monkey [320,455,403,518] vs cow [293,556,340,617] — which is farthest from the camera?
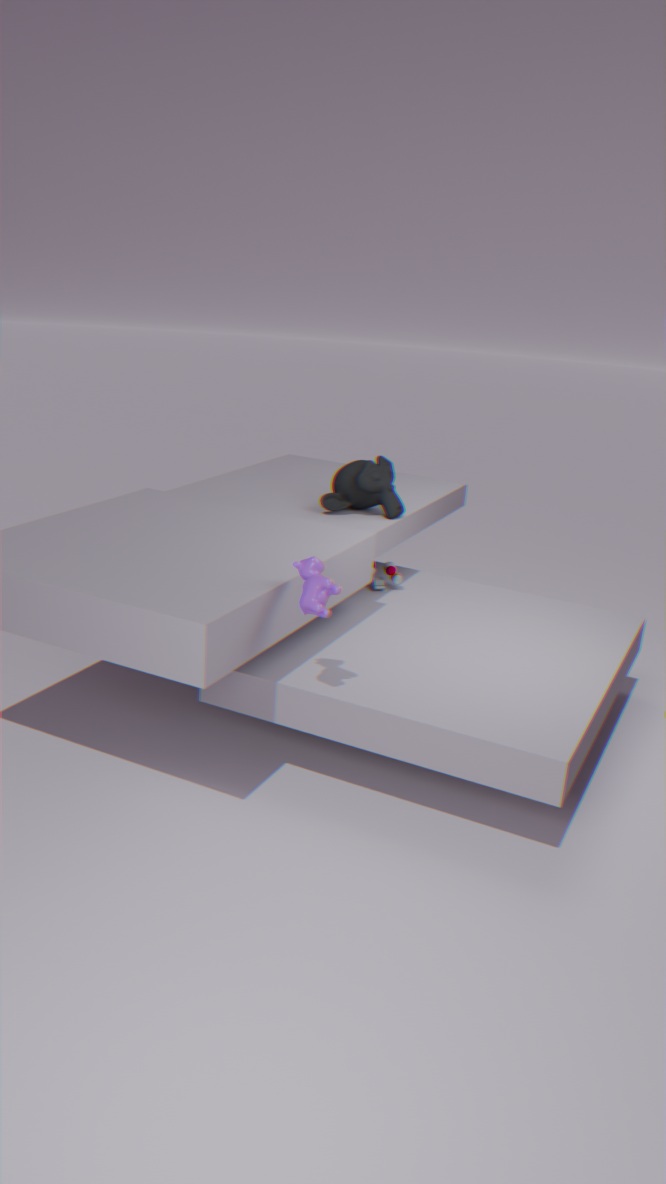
monkey [320,455,403,518]
